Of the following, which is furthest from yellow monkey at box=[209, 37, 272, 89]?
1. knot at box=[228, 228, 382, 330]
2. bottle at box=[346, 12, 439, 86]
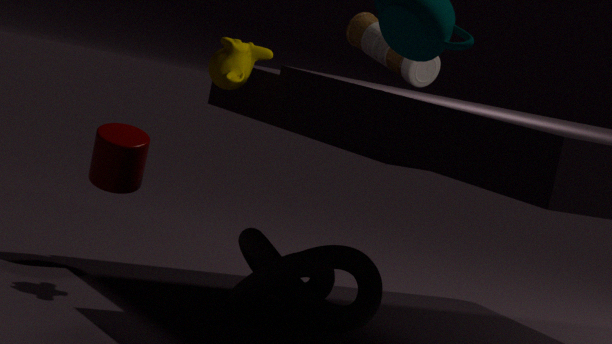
knot at box=[228, 228, 382, 330]
